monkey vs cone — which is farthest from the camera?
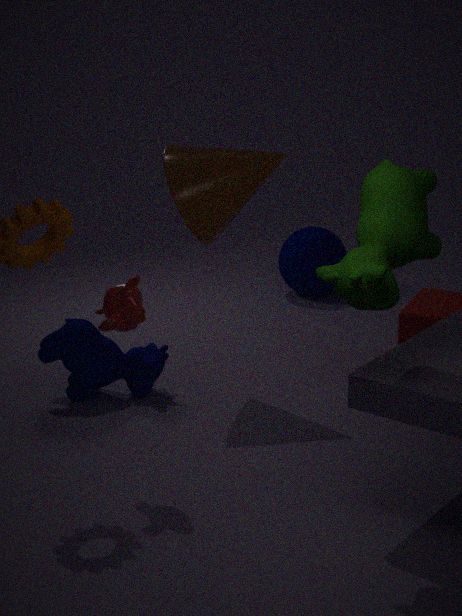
cone
